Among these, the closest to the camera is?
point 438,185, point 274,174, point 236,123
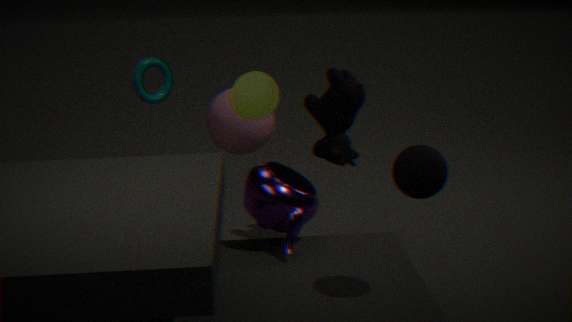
point 438,185
